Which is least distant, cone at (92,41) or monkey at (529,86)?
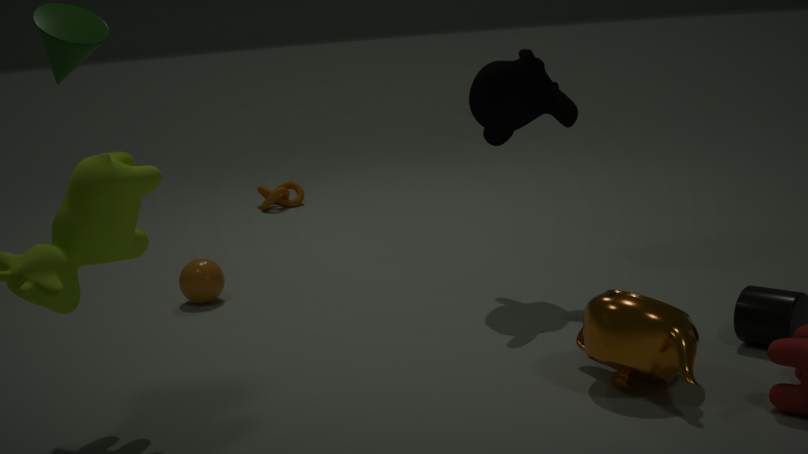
cone at (92,41)
